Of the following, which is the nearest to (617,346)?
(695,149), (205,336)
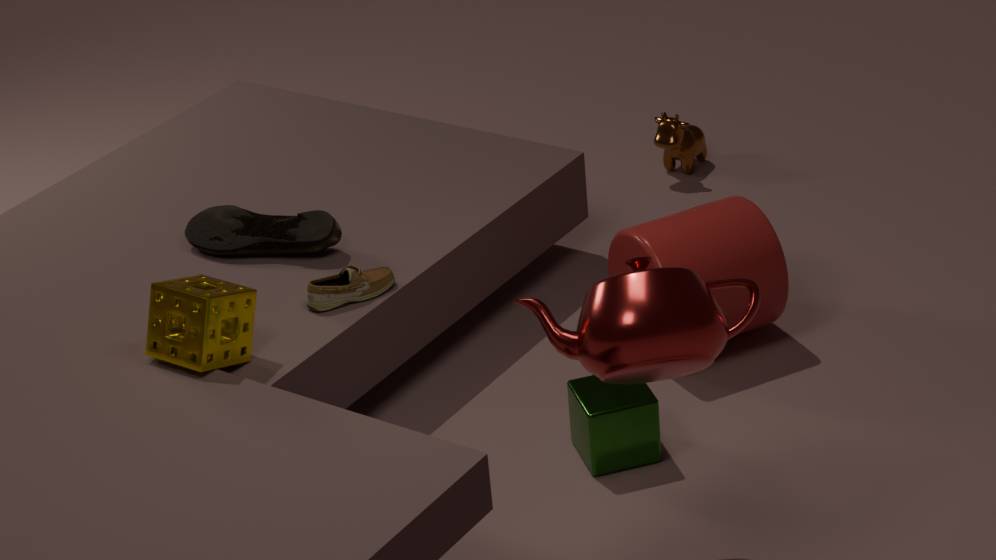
(205,336)
